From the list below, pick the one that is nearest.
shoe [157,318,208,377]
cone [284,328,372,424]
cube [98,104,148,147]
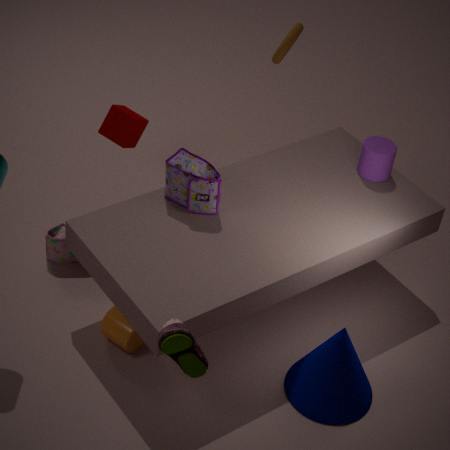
shoe [157,318,208,377]
